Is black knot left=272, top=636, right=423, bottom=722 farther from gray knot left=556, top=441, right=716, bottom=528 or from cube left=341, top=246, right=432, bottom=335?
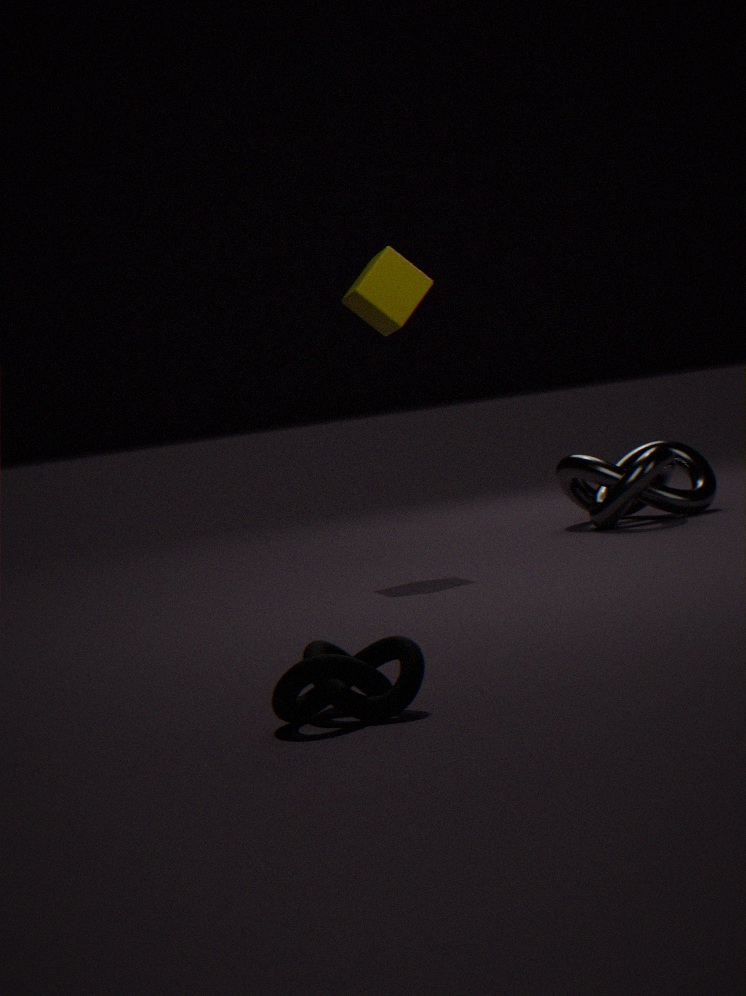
gray knot left=556, top=441, right=716, bottom=528
